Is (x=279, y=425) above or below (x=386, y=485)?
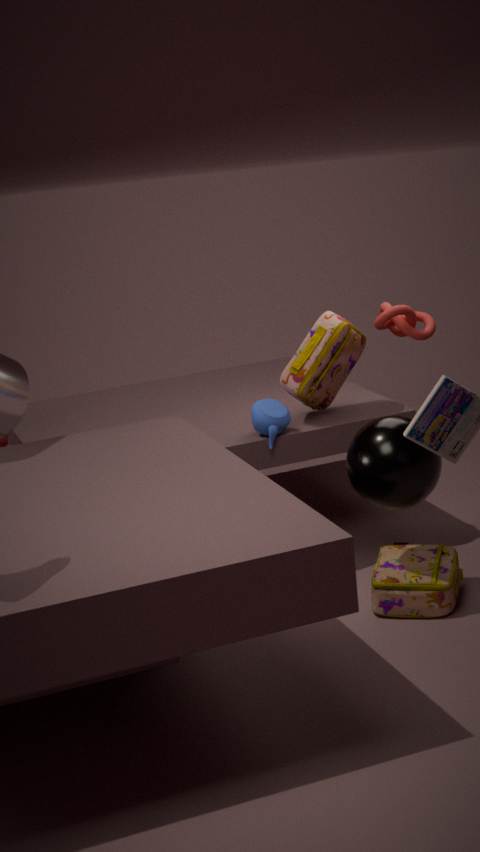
above
